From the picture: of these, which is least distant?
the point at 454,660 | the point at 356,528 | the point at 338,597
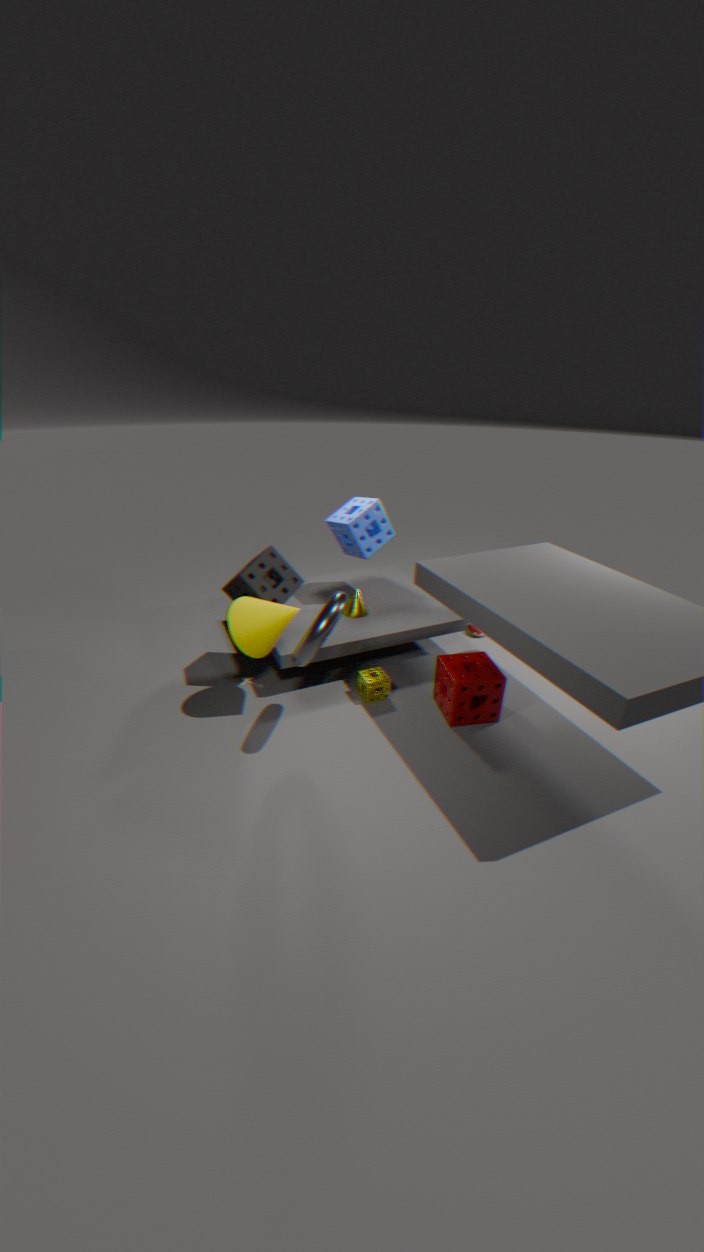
the point at 338,597
